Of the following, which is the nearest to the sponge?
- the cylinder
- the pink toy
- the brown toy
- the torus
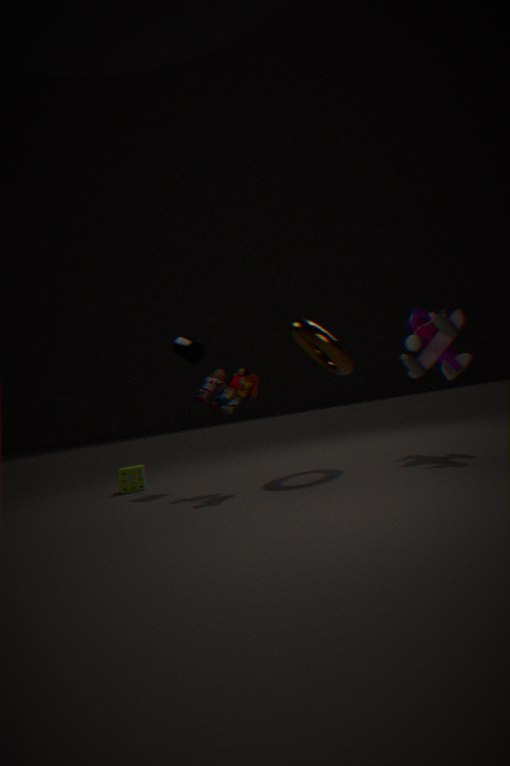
the brown toy
